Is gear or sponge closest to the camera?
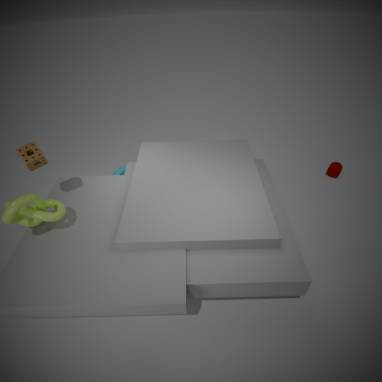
sponge
